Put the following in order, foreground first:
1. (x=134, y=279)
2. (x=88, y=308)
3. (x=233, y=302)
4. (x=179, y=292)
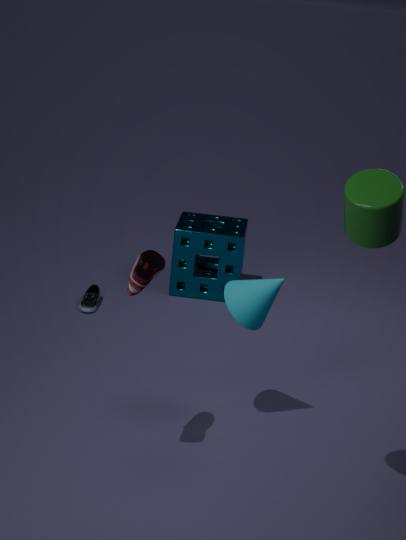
(x=134, y=279)
(x=233, y=302)
(x=88, y=308)
(x=179, y=292)
